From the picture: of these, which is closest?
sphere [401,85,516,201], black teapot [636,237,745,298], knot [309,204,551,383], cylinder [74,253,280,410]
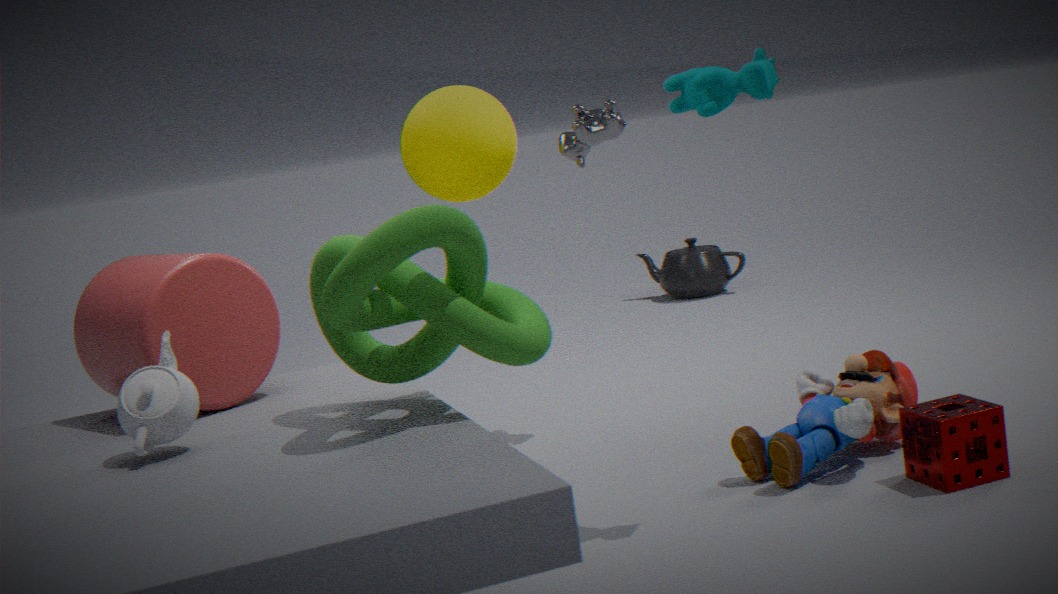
knot [309,204,551,383]
